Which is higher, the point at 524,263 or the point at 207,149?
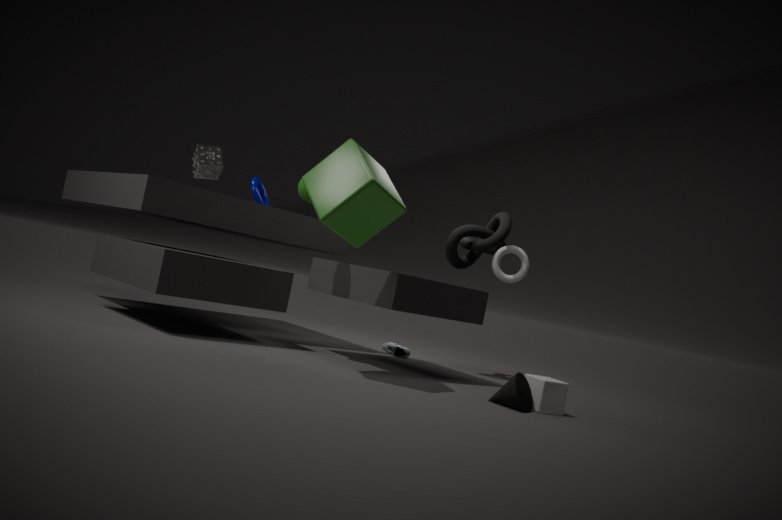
the point at 207,149
